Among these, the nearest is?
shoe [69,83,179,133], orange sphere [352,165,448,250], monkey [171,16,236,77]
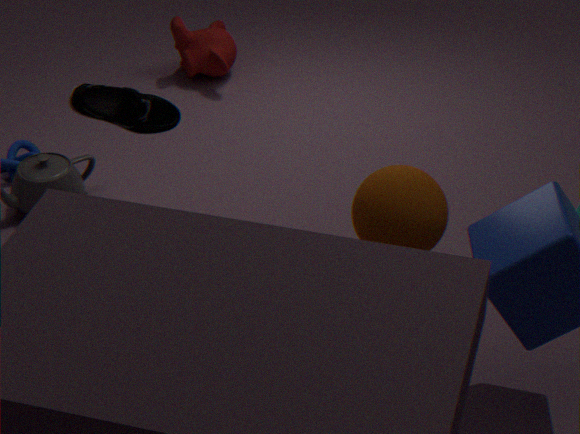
shoe [69,83,179,133]
